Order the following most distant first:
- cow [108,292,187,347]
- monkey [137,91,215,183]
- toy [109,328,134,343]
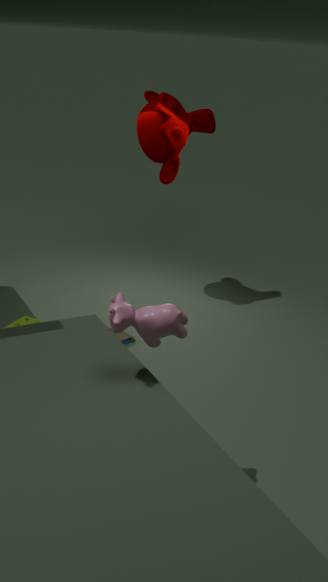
monkey [137,91,215,183] → toy [109,328,134,343] → cow [108,292,187,347]
